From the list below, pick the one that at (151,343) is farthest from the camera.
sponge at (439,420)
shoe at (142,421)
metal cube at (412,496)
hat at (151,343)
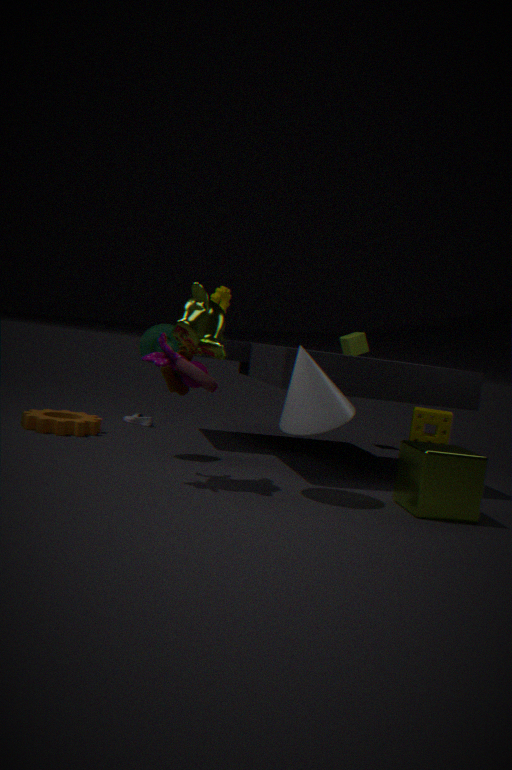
sponge at (439,420)
